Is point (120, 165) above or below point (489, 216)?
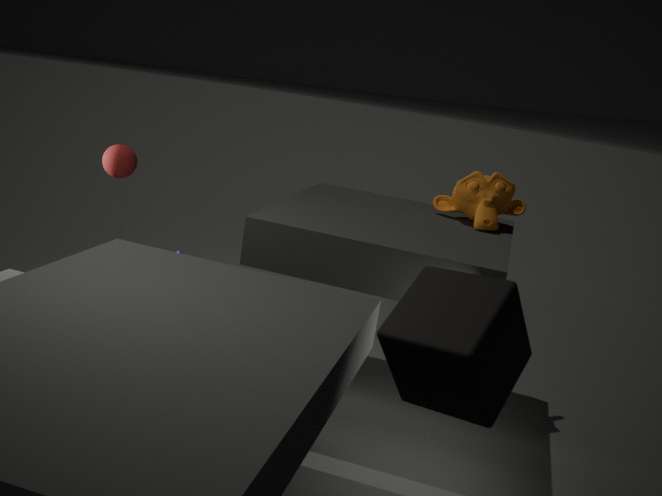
below
